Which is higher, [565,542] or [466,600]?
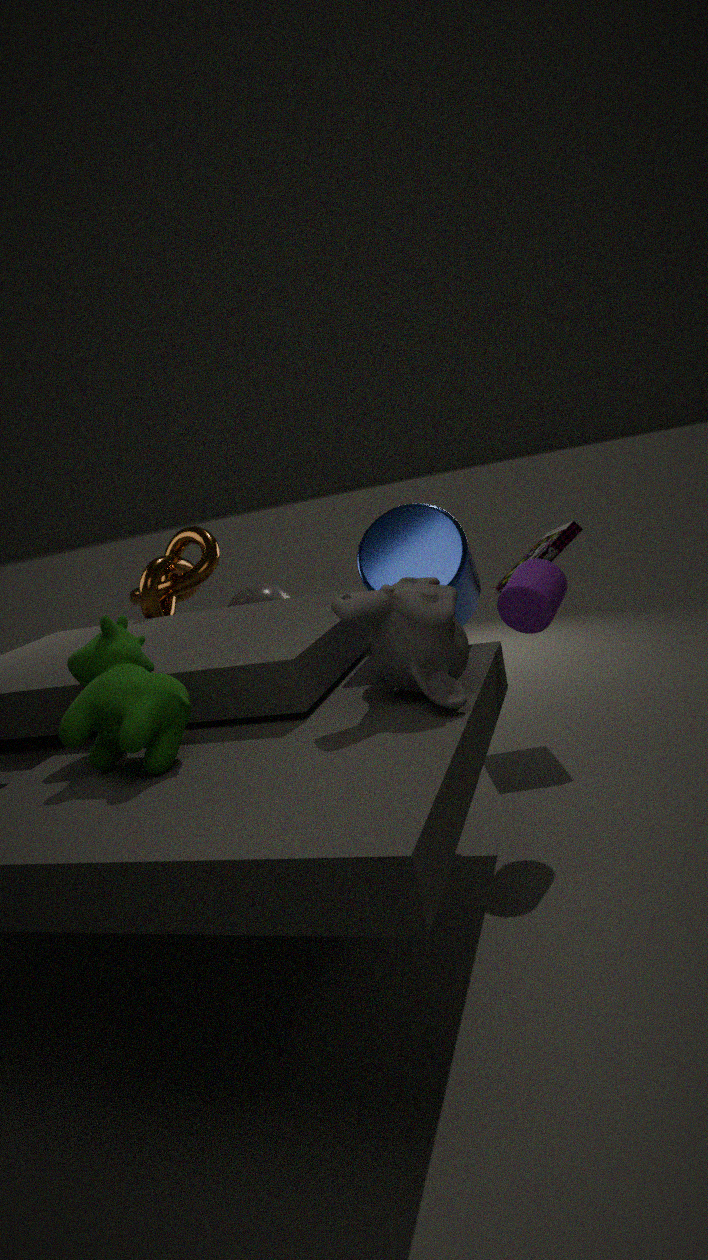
[466,600]
